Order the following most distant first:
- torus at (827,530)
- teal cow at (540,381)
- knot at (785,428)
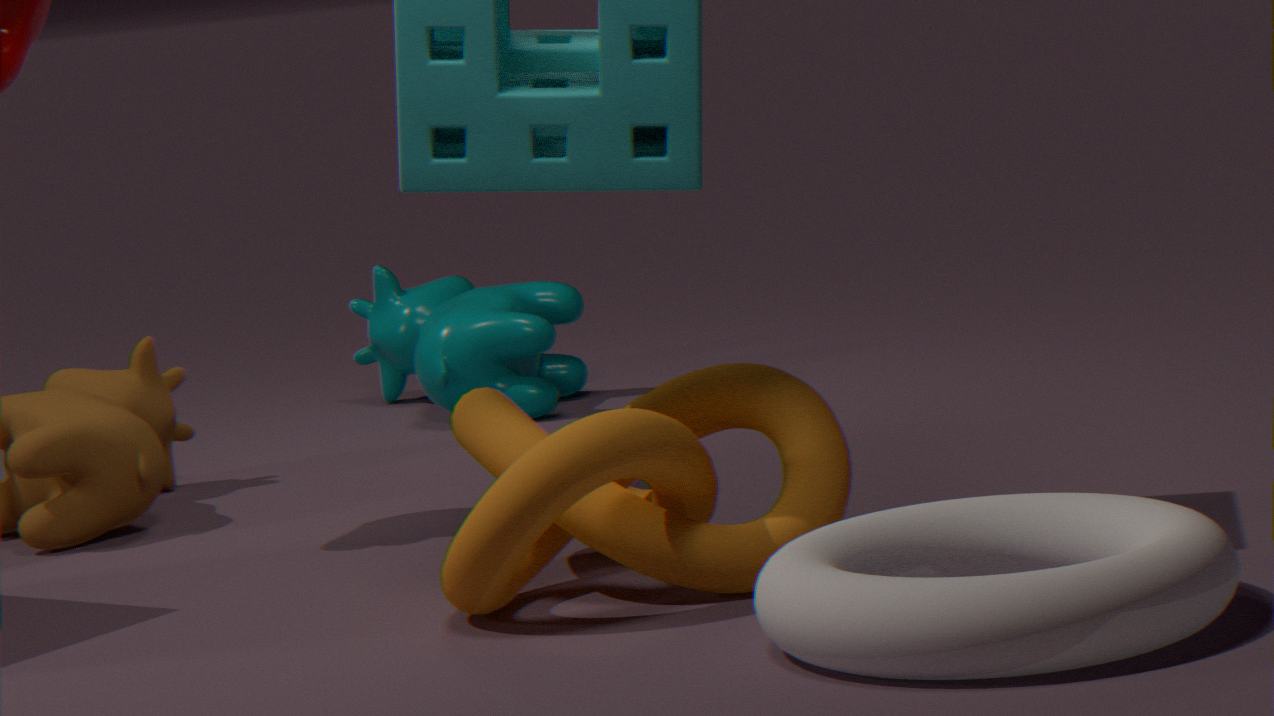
teal cow at (540,381)
knot at (785,428)
torus at (827,530)
